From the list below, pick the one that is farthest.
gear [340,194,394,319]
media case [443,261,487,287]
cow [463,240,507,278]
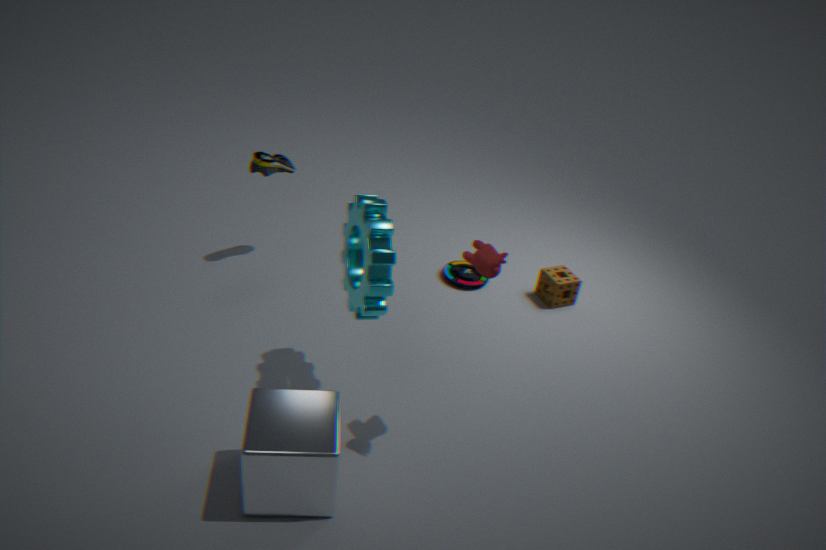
media case [443,261,487,287]
